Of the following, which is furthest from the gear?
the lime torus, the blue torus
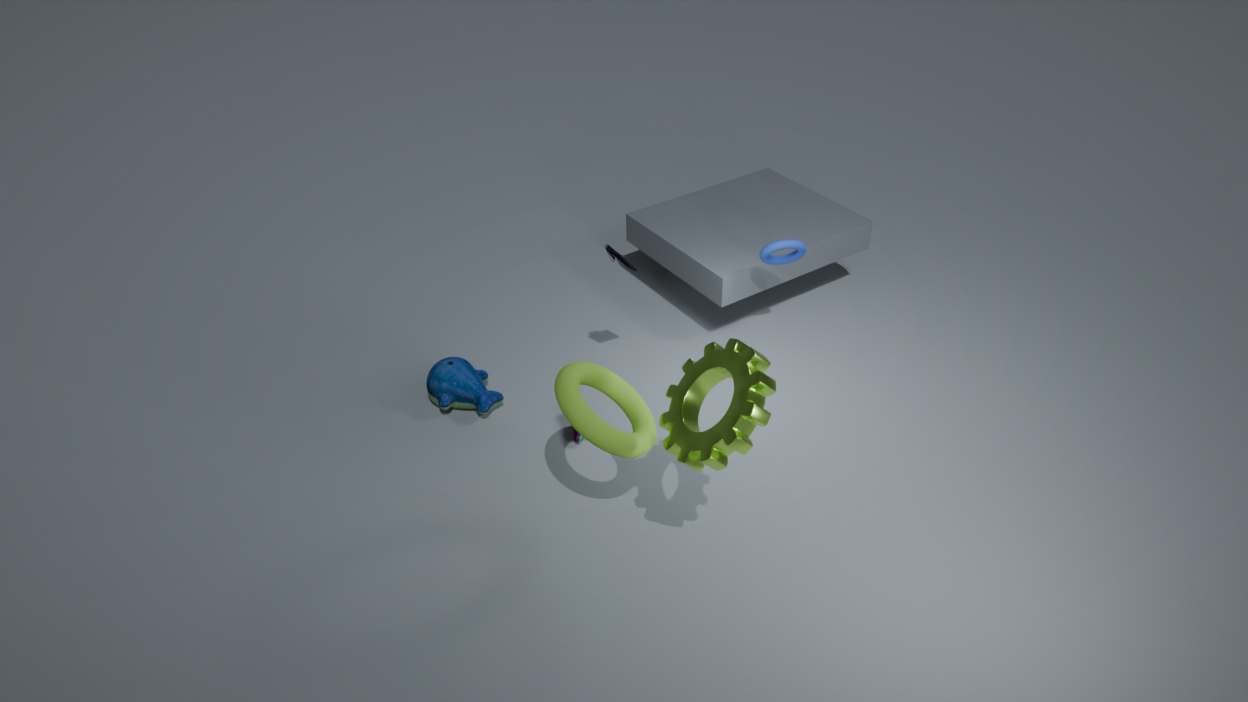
the blue torus
